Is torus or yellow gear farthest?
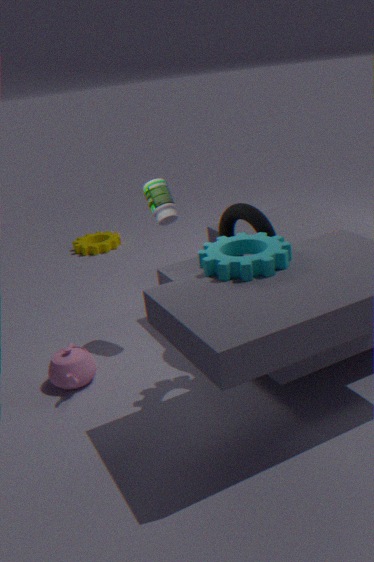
yellow gear
